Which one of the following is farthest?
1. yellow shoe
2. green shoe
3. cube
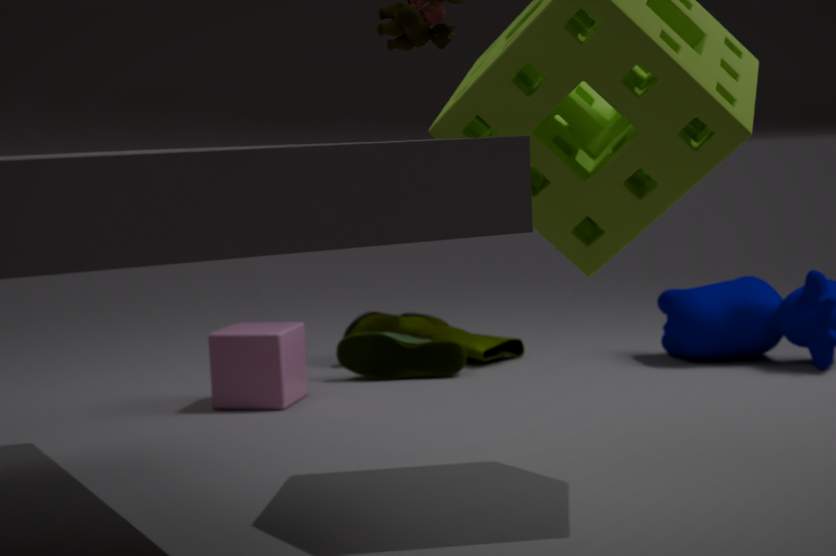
yellow shoe
